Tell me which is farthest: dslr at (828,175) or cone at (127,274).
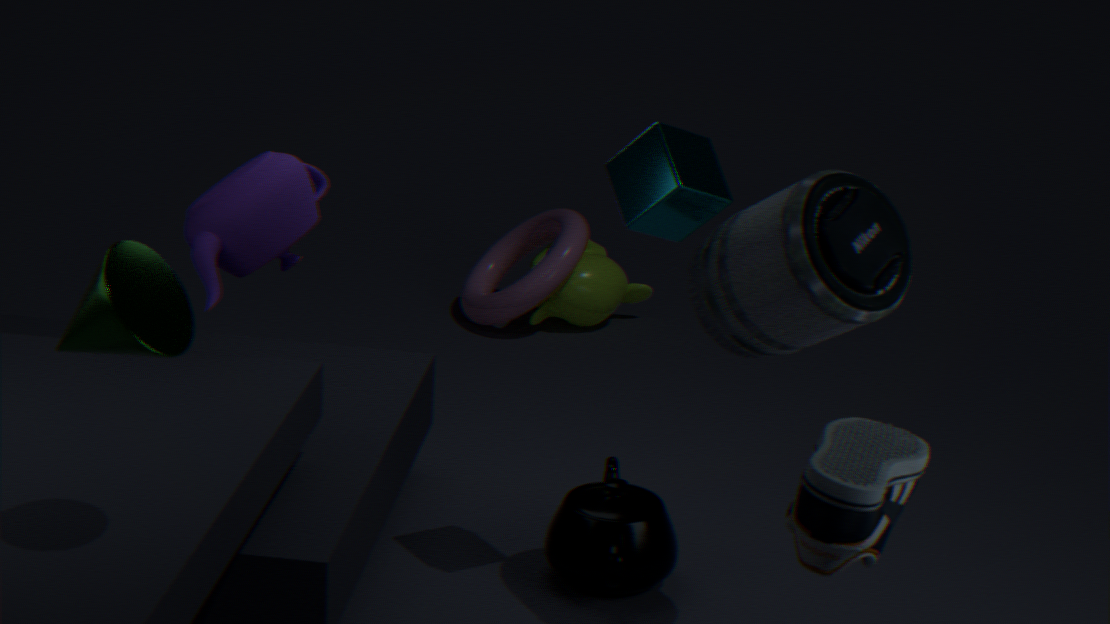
dslr at (828,175)
